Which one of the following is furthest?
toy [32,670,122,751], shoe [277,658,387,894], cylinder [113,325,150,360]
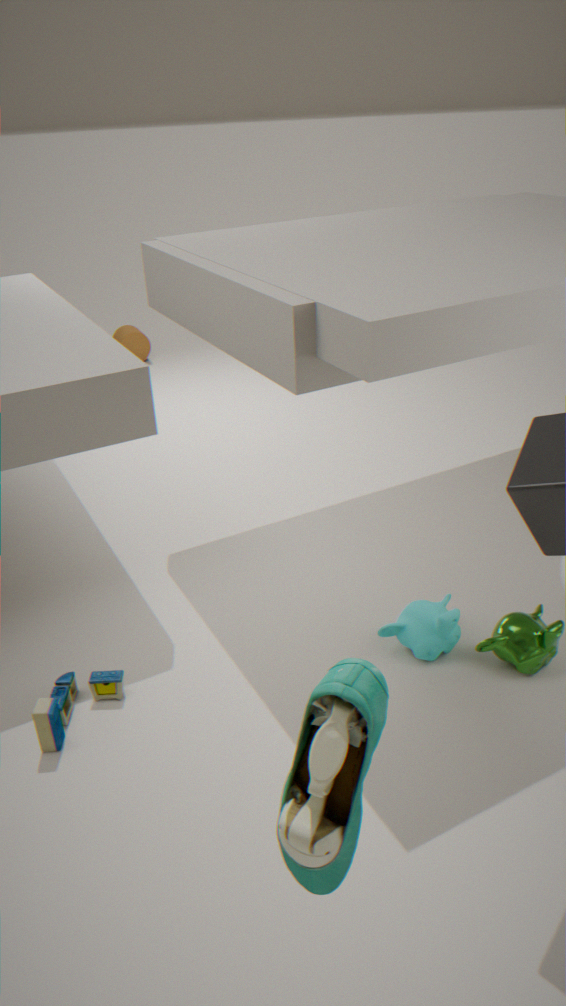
cylinder [113,325,150,360]
